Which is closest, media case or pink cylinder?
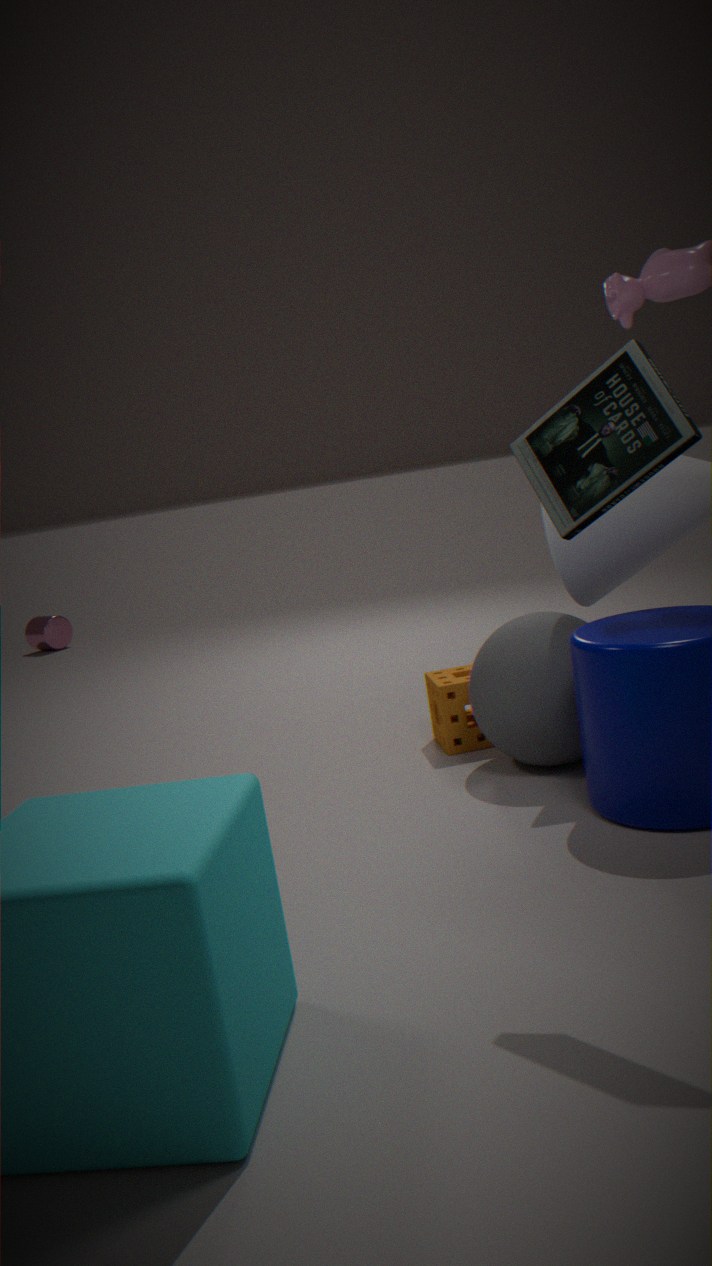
media case
